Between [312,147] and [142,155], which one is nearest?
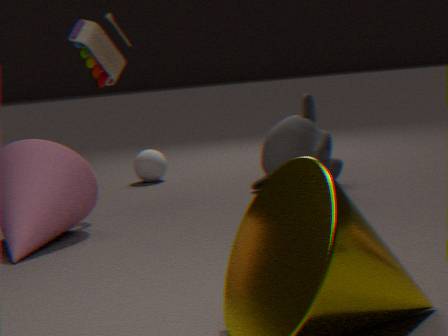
[312,147]
